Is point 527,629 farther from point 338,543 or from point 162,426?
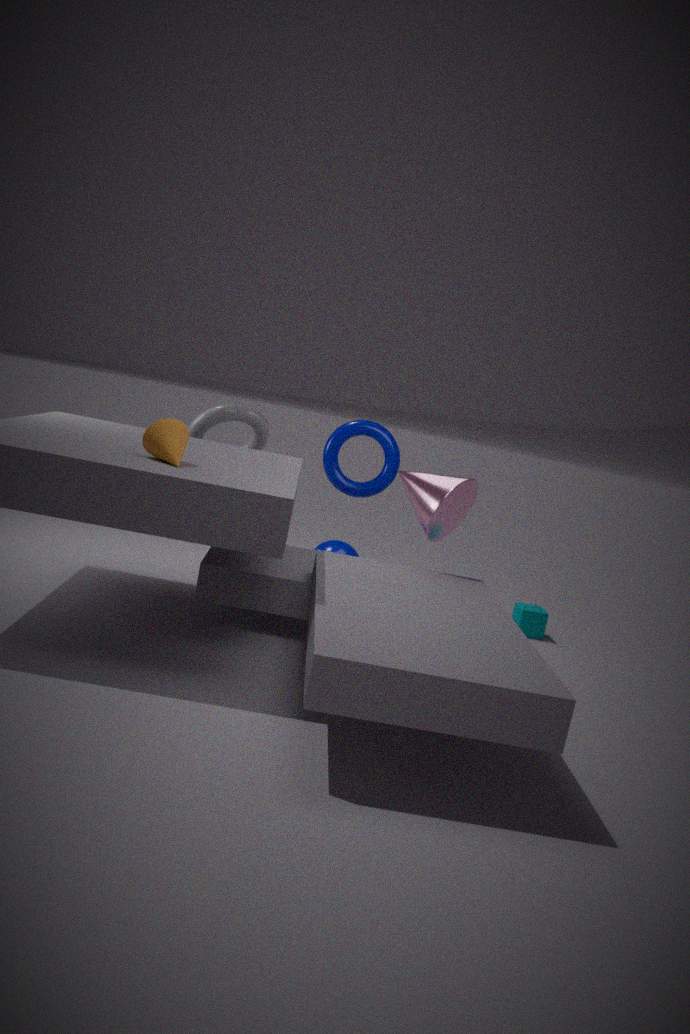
point 162,426
